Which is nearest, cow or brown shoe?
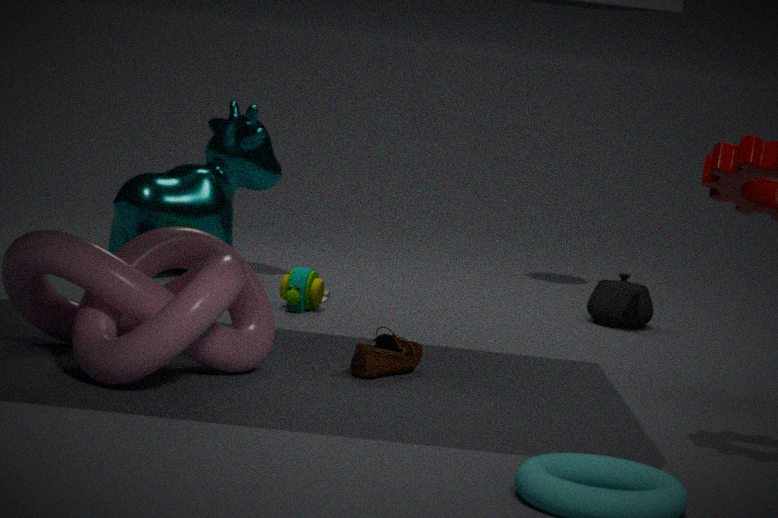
brown shoe
